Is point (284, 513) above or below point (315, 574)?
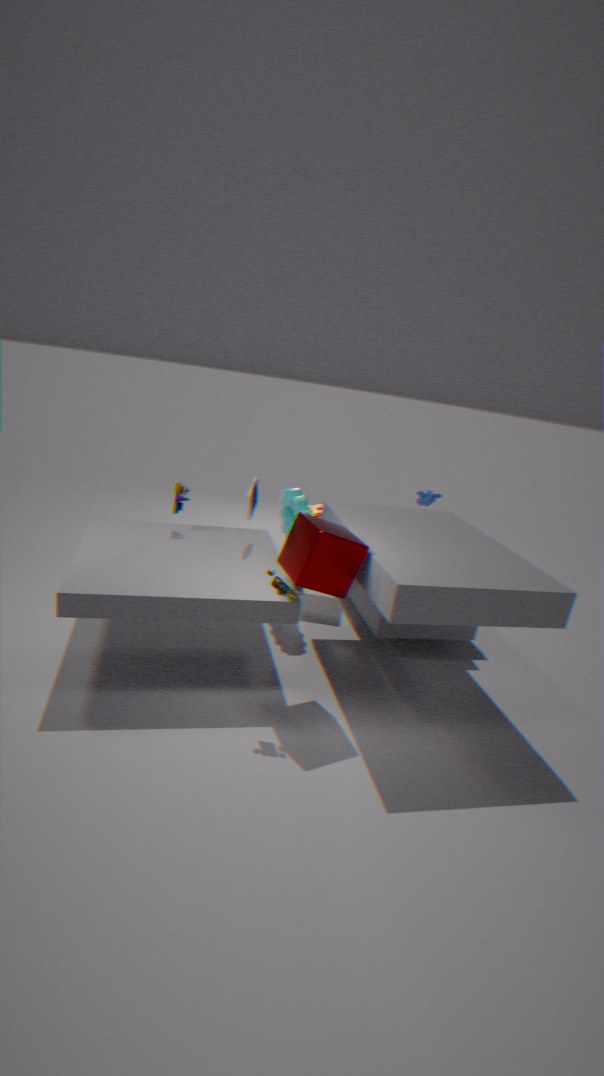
below
